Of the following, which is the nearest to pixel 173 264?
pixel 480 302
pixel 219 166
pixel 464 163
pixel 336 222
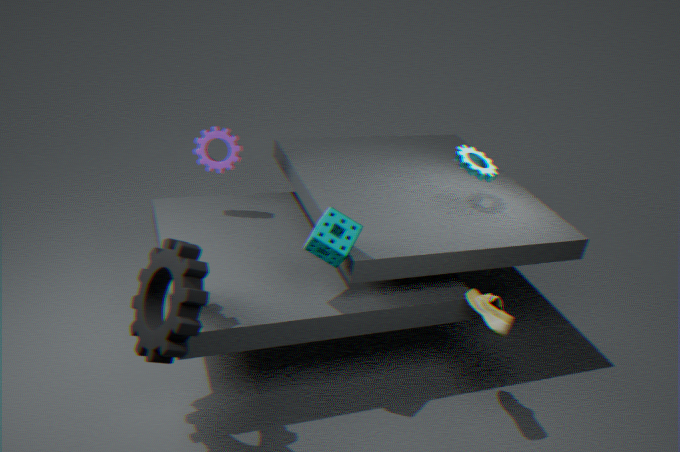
pixel 336 222
